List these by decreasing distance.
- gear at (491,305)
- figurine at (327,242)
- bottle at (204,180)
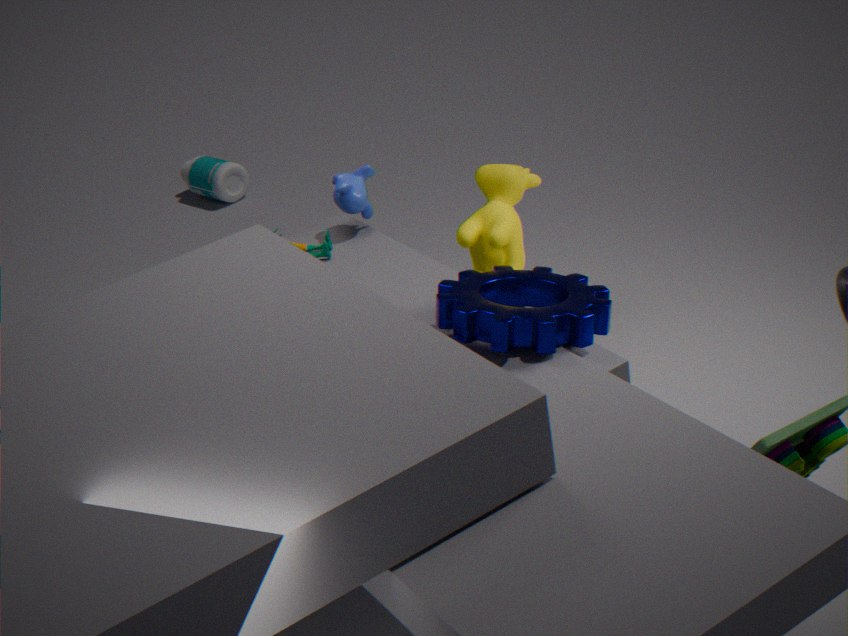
1. bottle at (204,180)
2. figurine at (327,242)
3. gear at (491,305)
